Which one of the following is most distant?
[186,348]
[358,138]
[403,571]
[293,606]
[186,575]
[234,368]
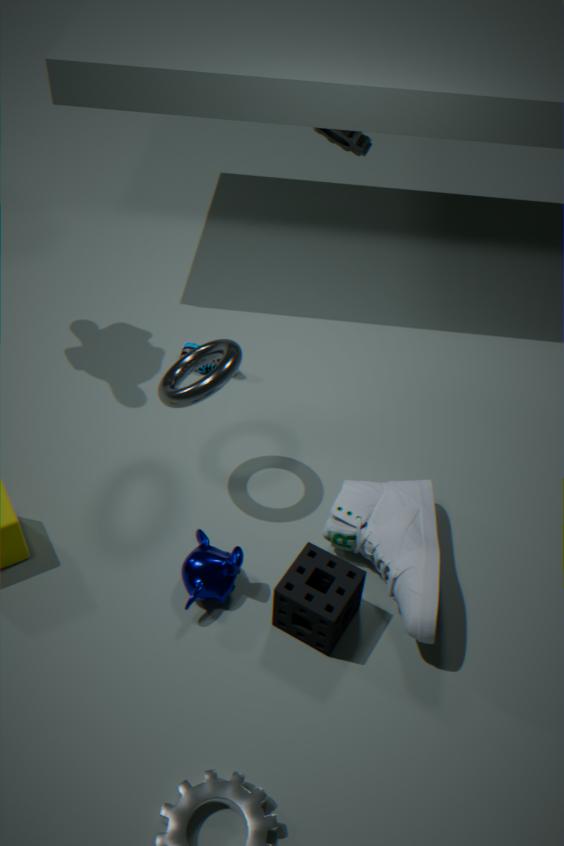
[358,138]
